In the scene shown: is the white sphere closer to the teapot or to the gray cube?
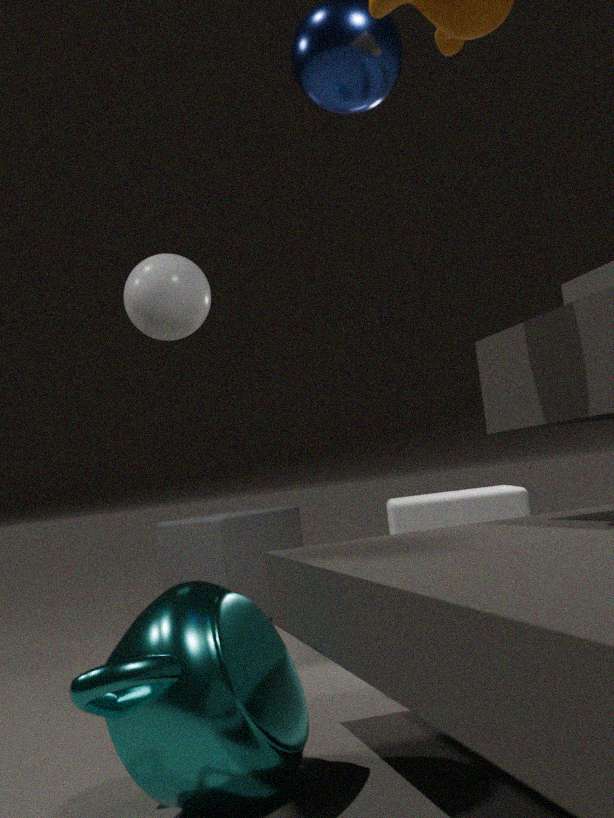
the teapot
